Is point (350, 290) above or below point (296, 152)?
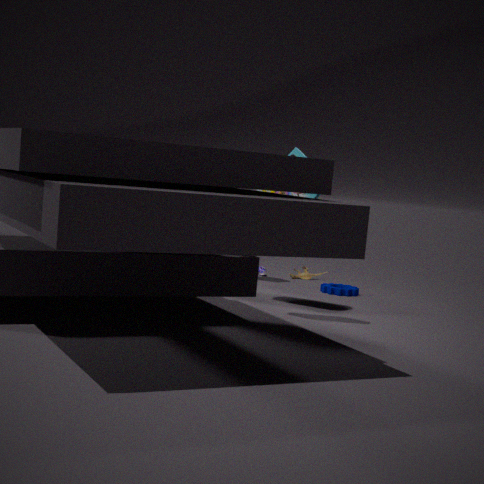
below
